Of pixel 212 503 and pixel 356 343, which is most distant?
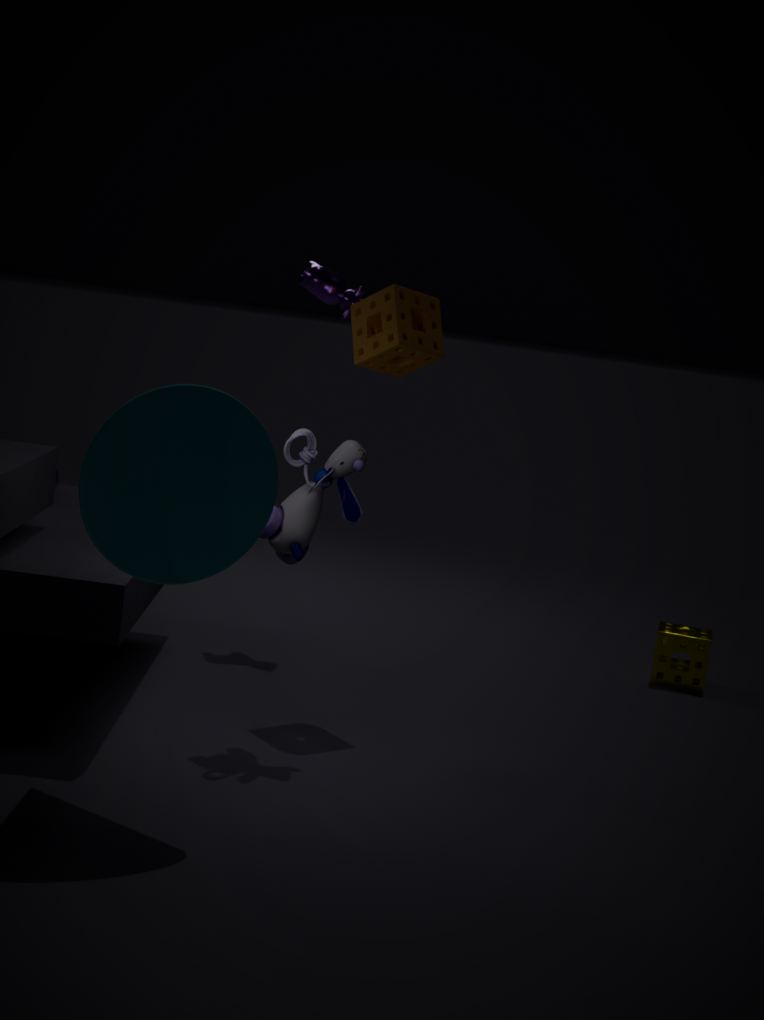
pixel 356 343
